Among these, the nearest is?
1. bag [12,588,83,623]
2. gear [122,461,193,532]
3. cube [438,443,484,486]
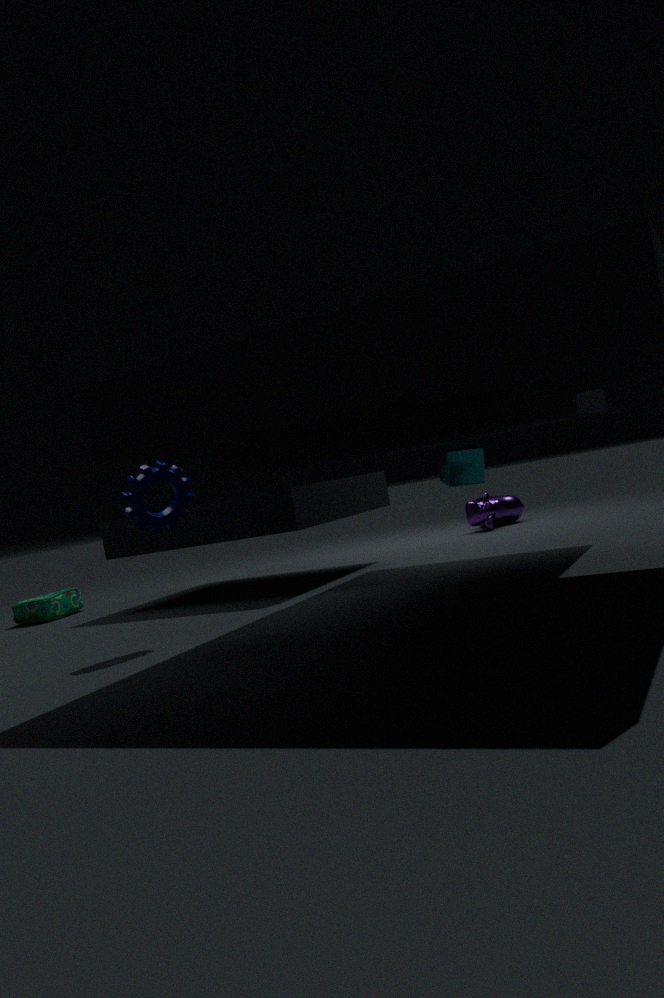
gear [122,461,193,532]
